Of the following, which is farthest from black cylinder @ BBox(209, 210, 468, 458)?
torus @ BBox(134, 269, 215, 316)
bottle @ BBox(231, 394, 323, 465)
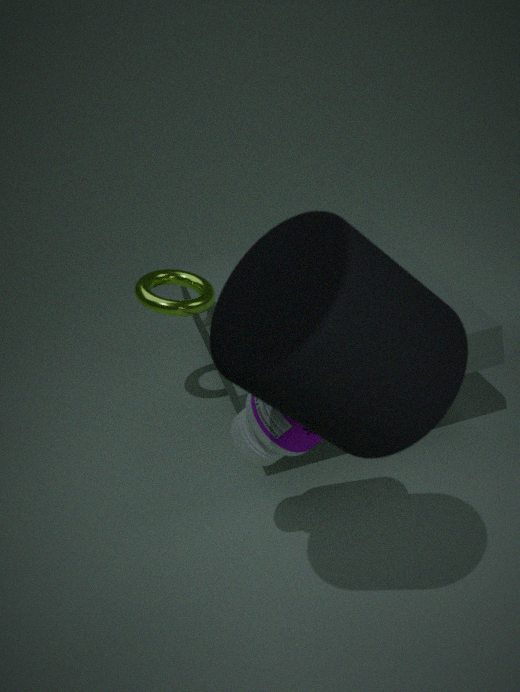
torus @ BBox(134, 269, 215, 316)
